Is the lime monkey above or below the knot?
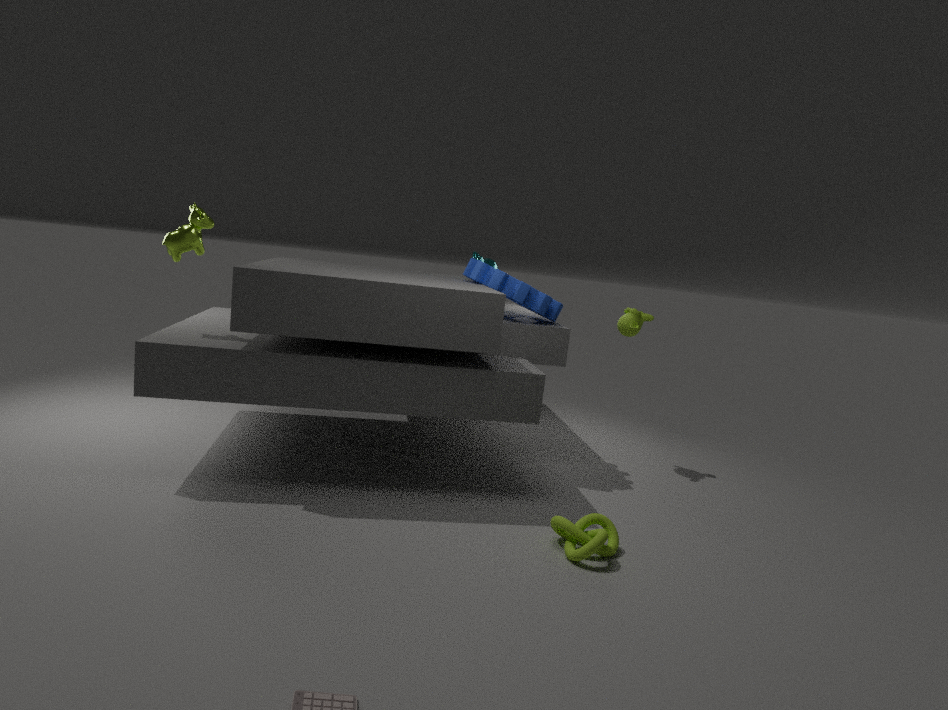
above
